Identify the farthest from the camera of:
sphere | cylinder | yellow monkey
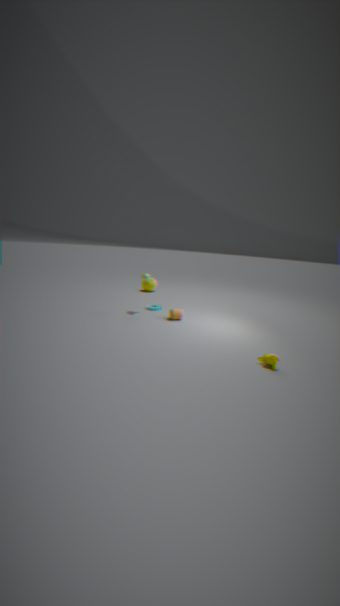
sphere
